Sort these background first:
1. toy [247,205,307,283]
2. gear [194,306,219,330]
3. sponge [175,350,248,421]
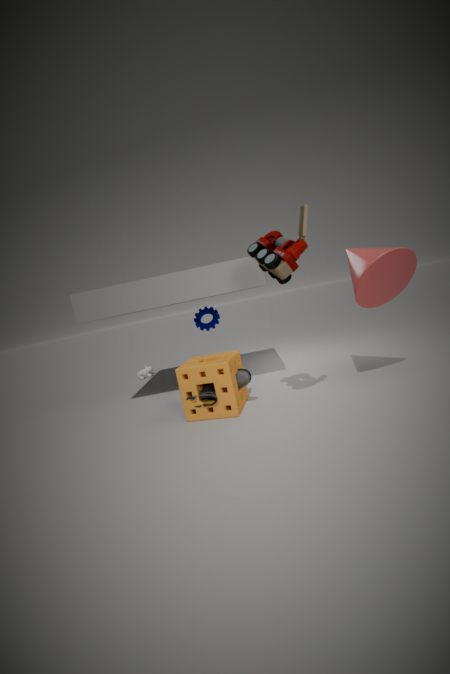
gear [194,306,219,330]
sponge [175,350,248,421]
toy [247,205,307,283]
